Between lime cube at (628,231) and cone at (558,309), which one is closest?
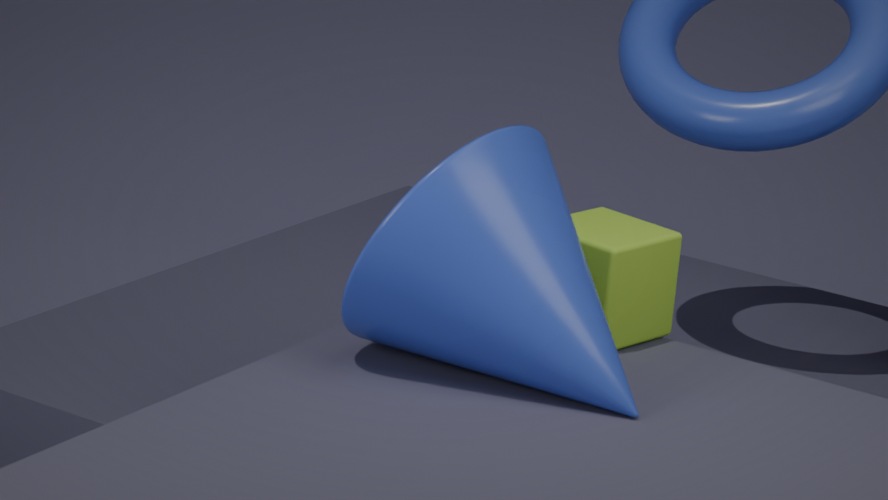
cone at (558,309)
